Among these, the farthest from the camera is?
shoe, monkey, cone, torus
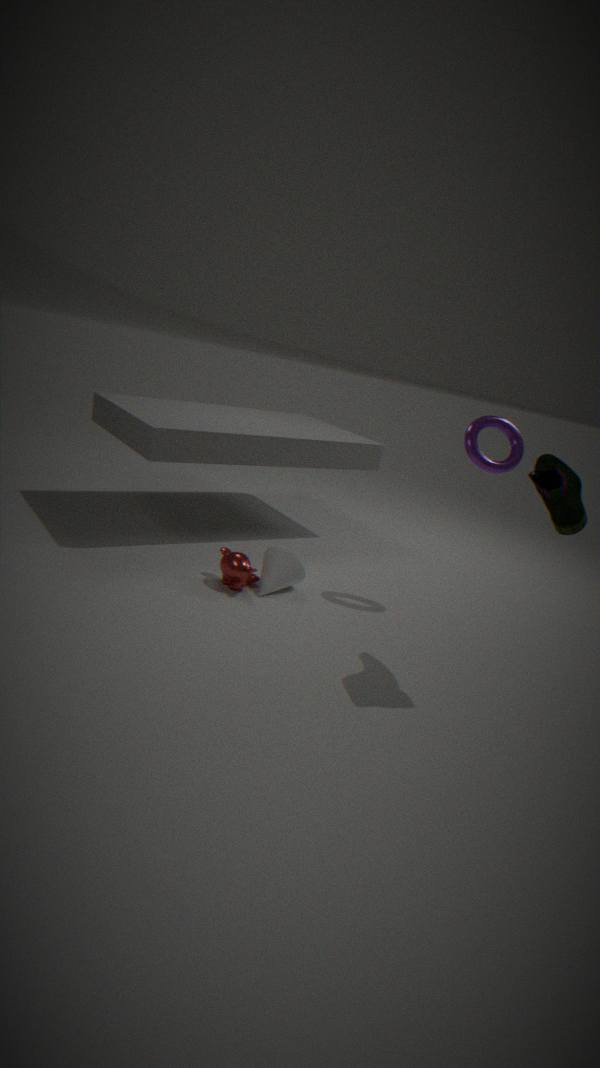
cone
